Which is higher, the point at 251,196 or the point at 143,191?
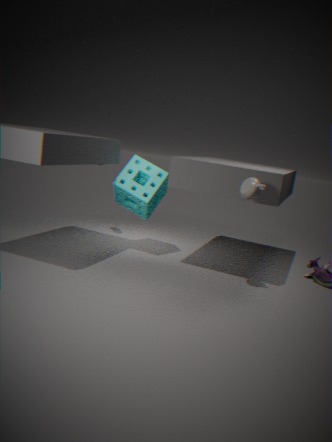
the point at 251,196
